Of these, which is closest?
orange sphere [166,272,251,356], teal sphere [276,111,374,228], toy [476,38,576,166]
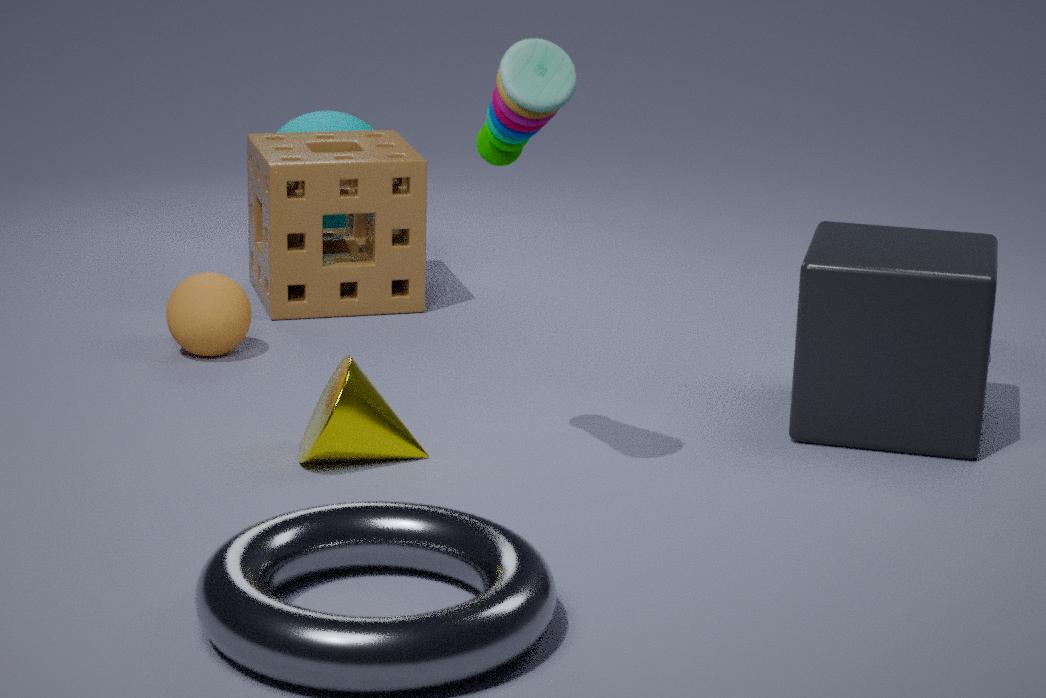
toy [476,38,576,166]
